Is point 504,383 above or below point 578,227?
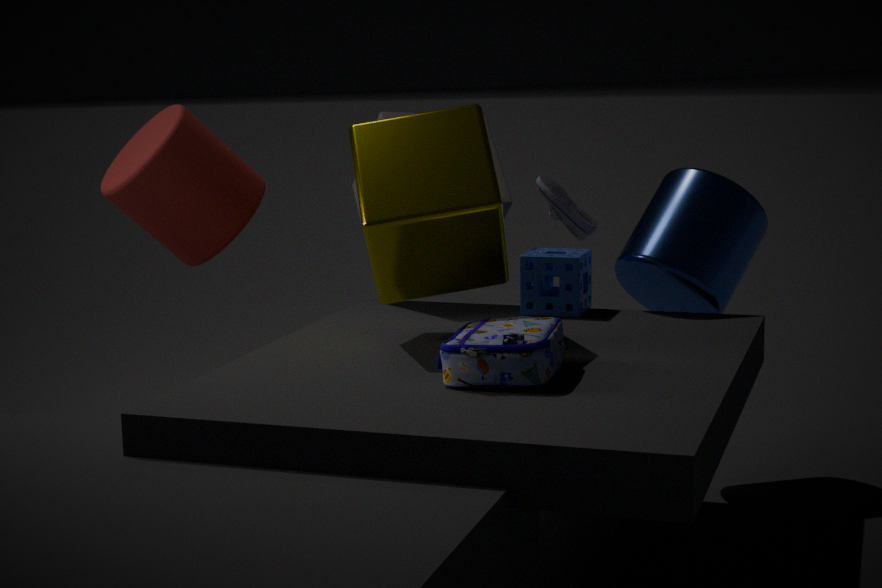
below
